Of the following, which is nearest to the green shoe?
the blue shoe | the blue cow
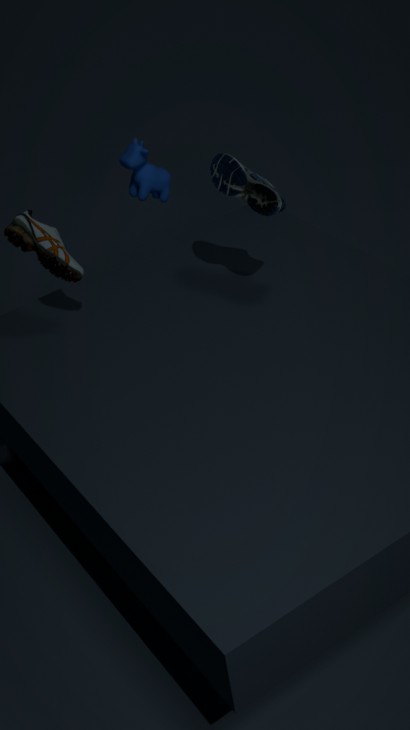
the blue cow
